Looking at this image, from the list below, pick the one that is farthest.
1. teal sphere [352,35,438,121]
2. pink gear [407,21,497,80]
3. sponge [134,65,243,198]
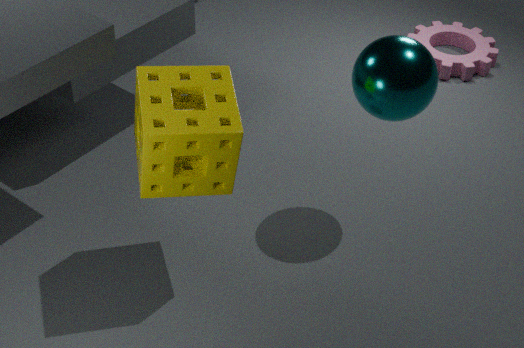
pink gear [407,21,497,80]
